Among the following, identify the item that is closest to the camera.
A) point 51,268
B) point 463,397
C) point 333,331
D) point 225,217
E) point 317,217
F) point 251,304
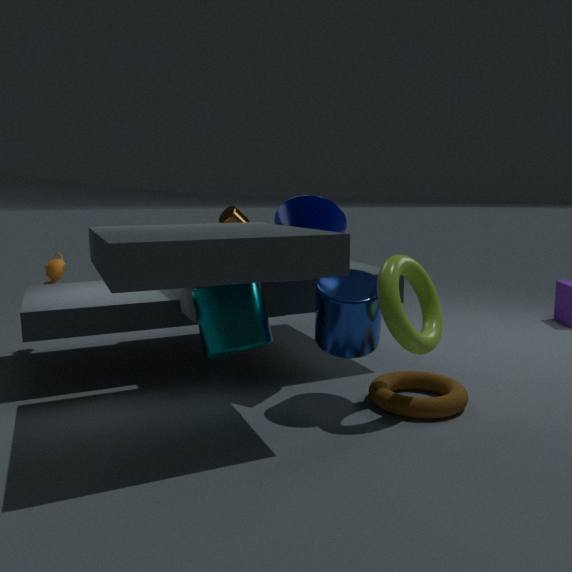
point 251,304
